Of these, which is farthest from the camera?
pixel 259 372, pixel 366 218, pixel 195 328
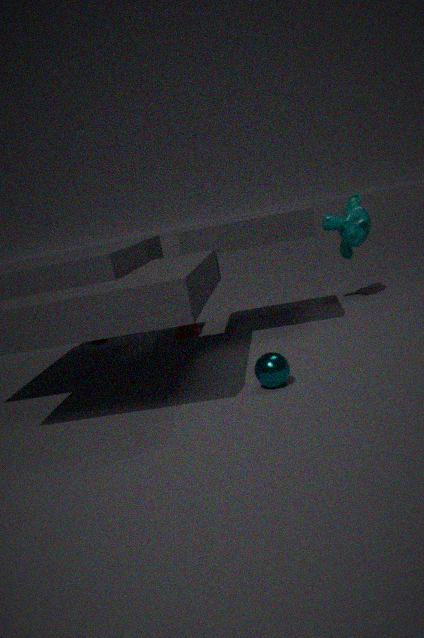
pixel 195 328
